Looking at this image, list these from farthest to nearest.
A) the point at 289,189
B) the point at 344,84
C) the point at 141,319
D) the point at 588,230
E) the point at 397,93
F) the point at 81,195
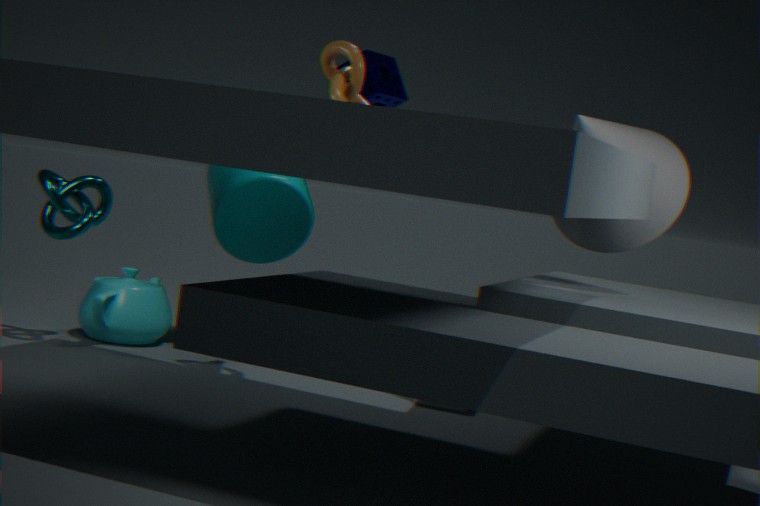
the point at 397,93 < the point at 289,189 < the point at 141,319 < the point at 81,195 < the point at 344,84 < the point at 588,230
